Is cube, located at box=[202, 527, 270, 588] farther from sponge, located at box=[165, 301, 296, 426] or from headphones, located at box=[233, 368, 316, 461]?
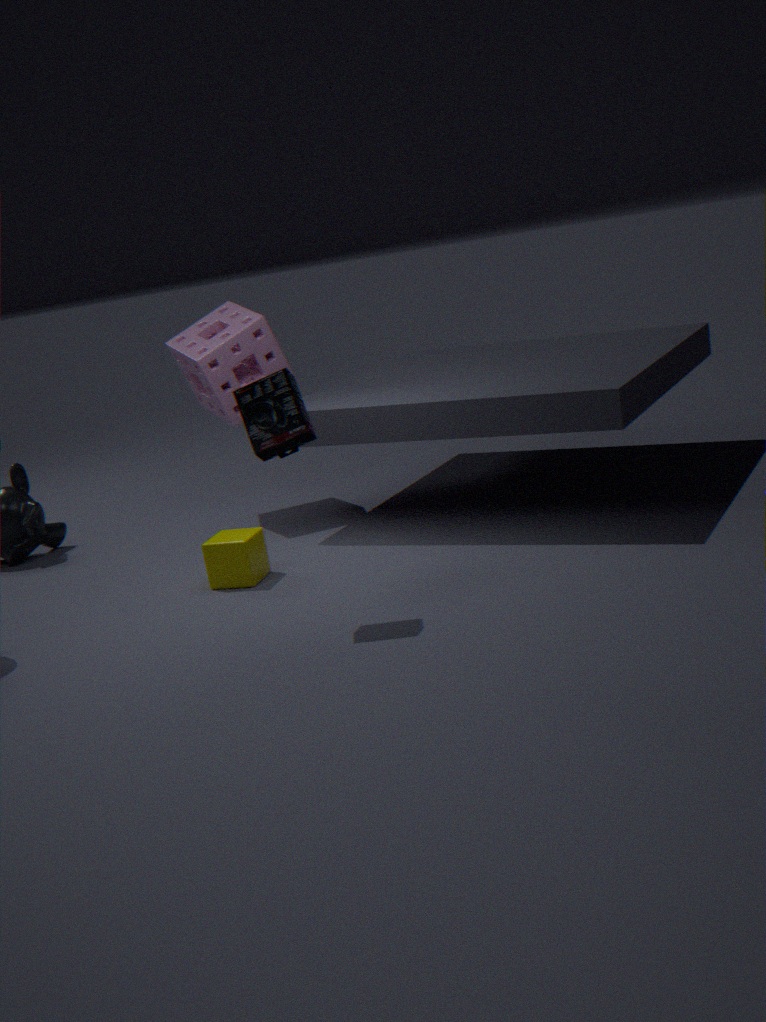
sponge, located at box=[165, 301, 296, 426]
